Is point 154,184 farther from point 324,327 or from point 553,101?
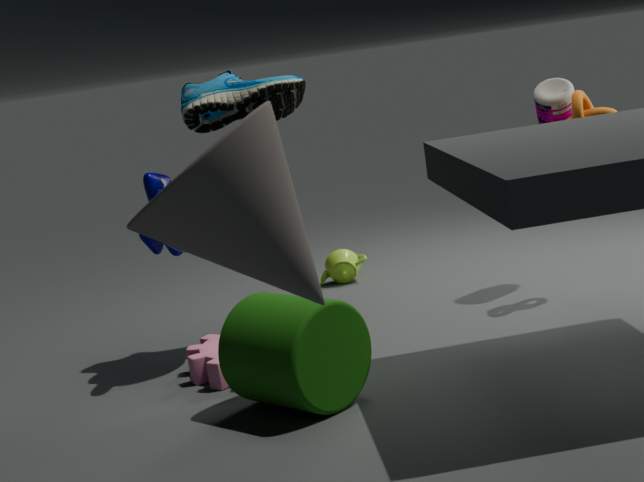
point 553,101
